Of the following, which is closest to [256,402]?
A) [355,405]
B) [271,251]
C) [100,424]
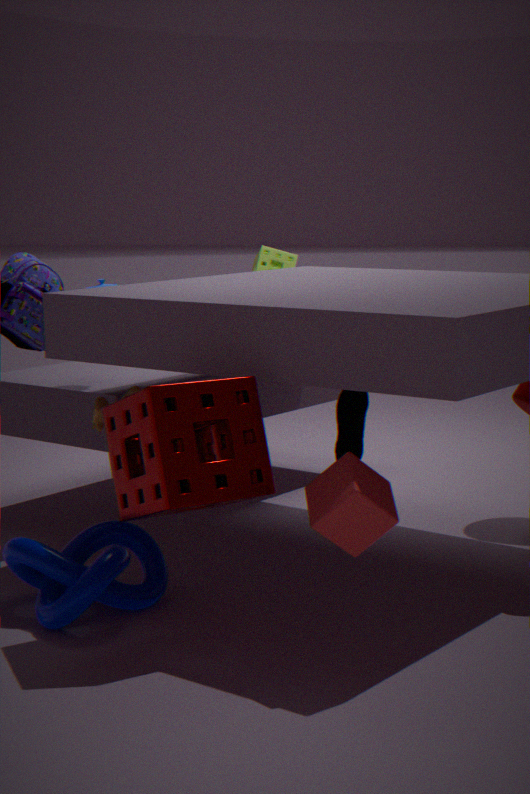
[355,405]
